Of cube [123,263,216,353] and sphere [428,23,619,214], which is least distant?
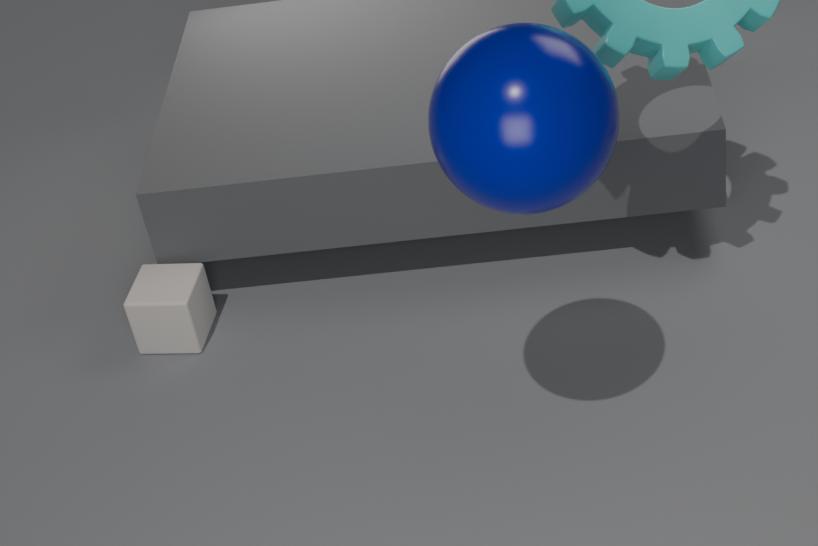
sphere [428,23,619,214]
